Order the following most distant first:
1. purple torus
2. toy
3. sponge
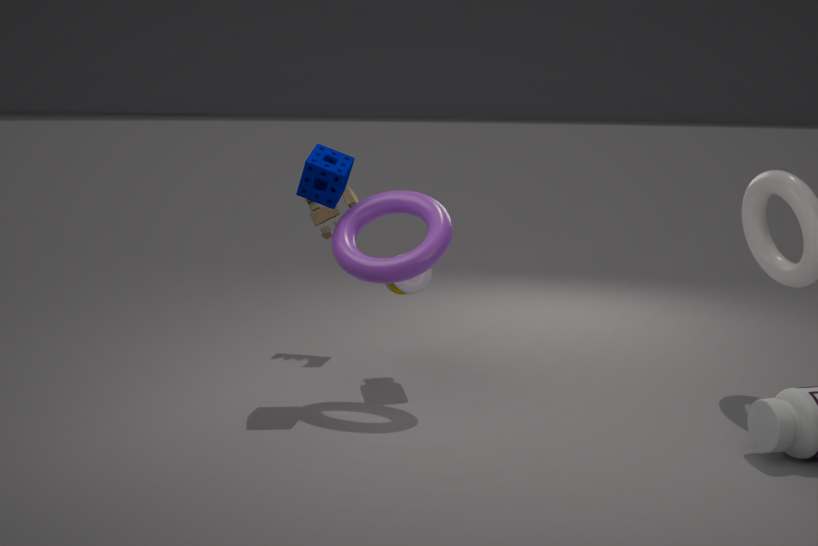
toy
sponge
purple torus
